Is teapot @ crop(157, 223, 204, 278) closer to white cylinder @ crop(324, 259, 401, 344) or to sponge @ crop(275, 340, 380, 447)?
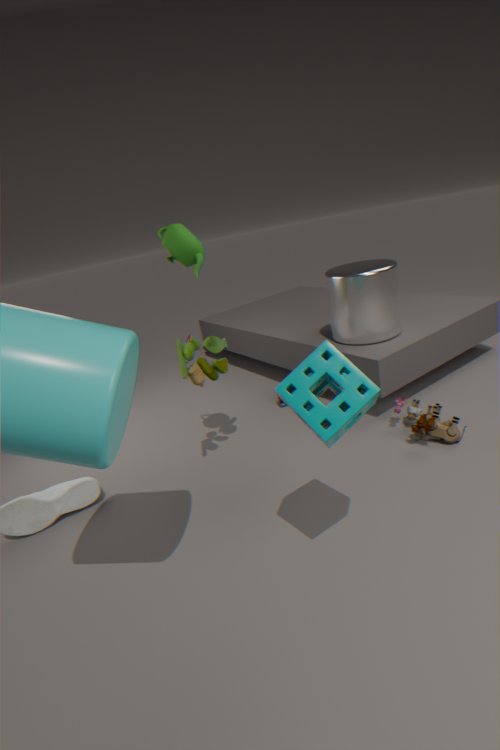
sponge @ crop(275, 340, 380, 447)
